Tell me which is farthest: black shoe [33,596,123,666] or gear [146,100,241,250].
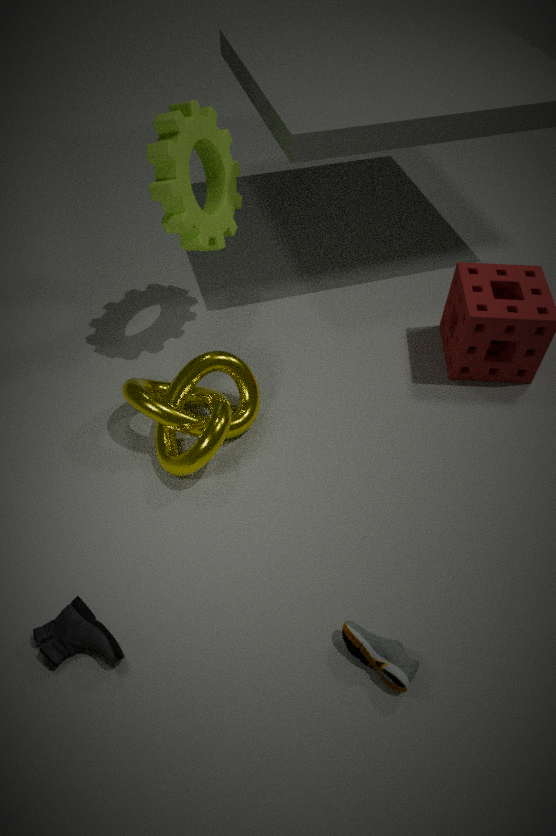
gear [146,100,241,250]
